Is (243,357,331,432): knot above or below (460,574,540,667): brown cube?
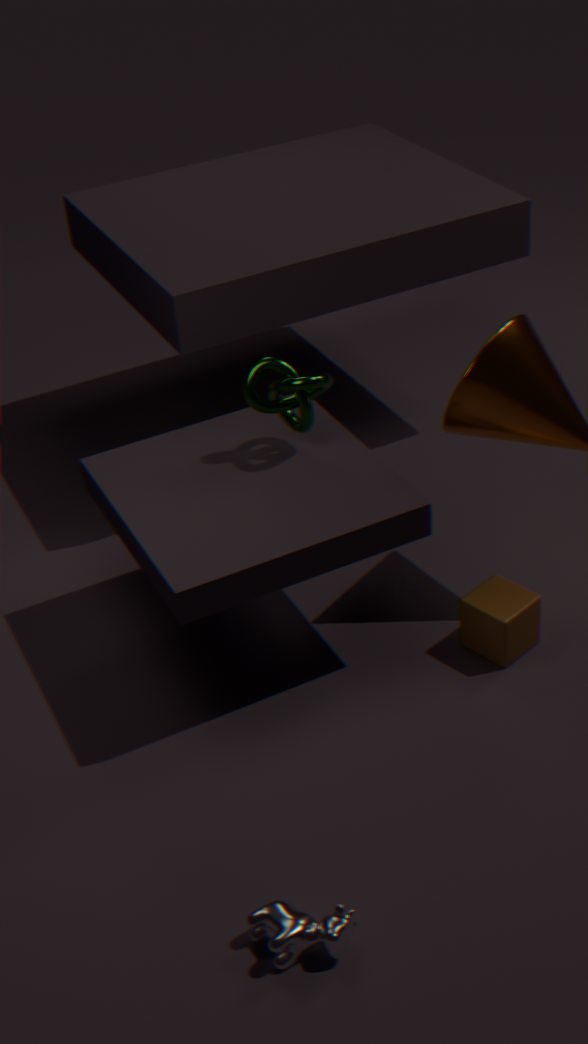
above
